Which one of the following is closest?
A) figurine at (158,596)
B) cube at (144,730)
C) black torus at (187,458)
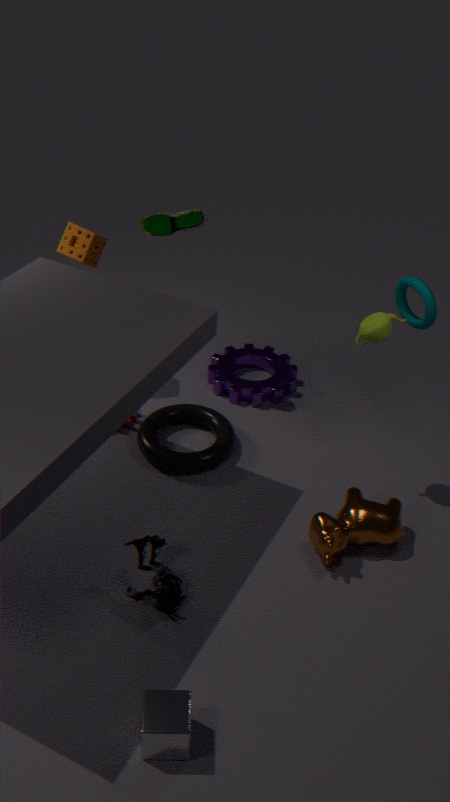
cube at (144,730)
